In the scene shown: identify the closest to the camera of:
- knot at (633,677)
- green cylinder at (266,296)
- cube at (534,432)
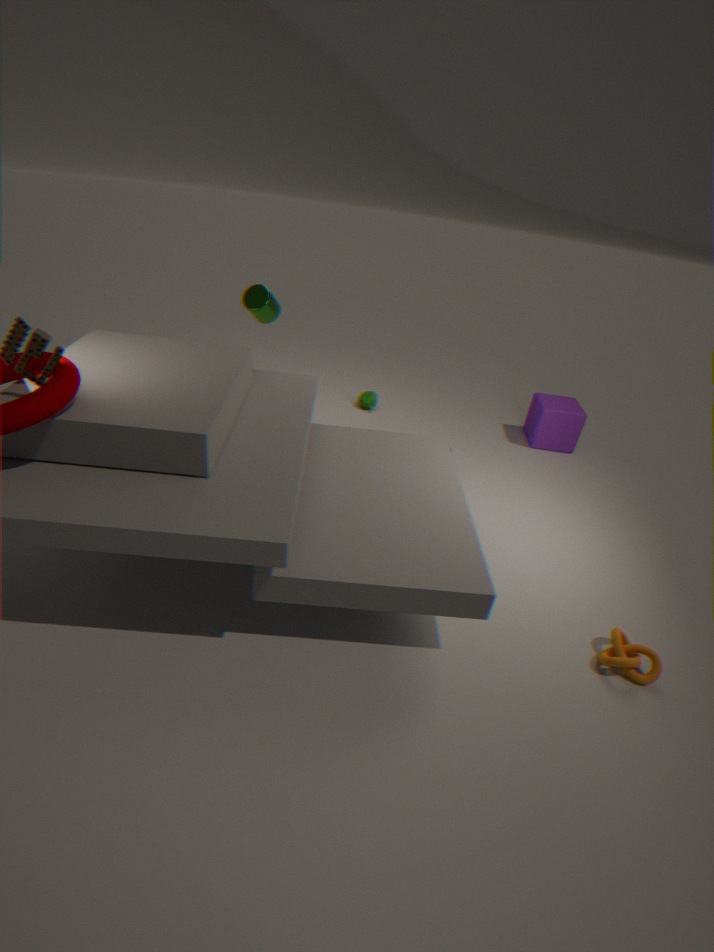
knot at (633,677)
